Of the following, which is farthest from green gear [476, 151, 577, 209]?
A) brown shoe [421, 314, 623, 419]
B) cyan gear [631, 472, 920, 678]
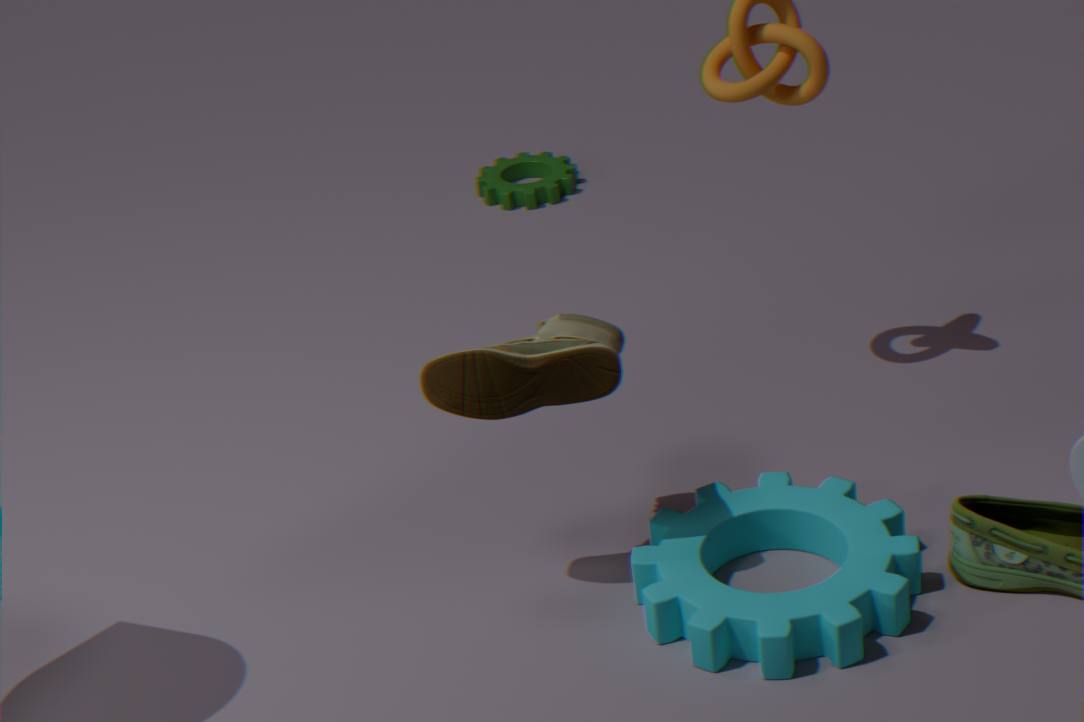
cyan gear [631, 472, 920, 678]
